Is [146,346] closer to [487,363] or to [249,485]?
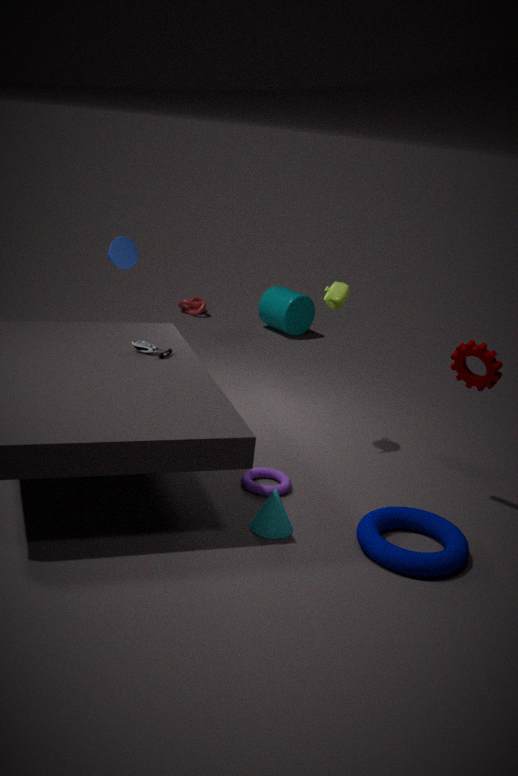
[249,485]
